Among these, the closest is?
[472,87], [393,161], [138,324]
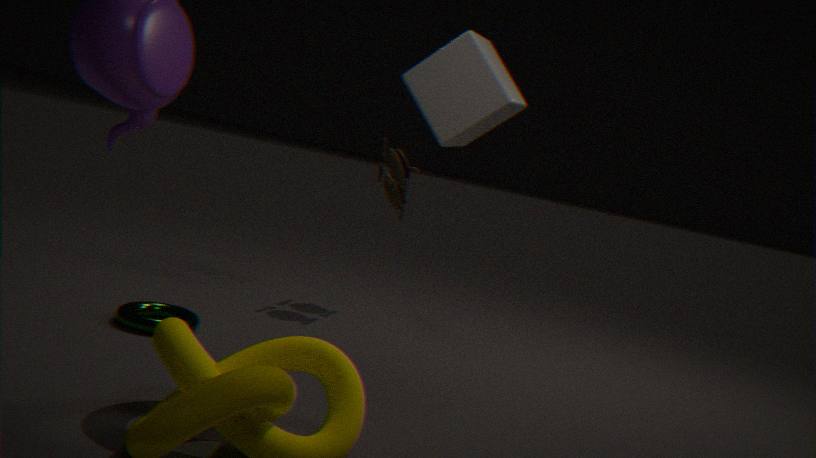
[472,87]
